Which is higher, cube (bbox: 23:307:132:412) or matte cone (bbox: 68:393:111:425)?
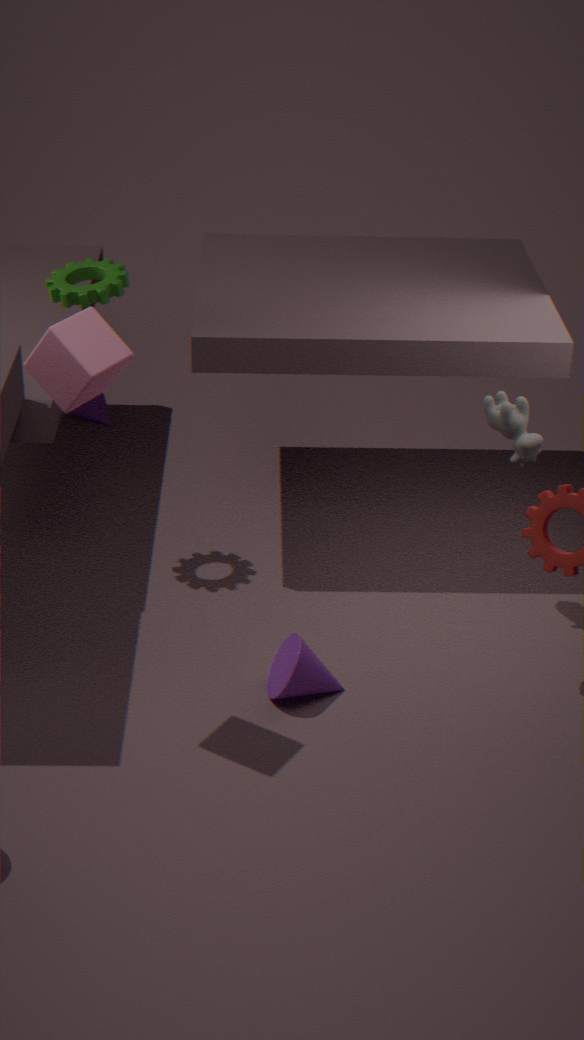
cube (bbox: 23:307:132:412)
